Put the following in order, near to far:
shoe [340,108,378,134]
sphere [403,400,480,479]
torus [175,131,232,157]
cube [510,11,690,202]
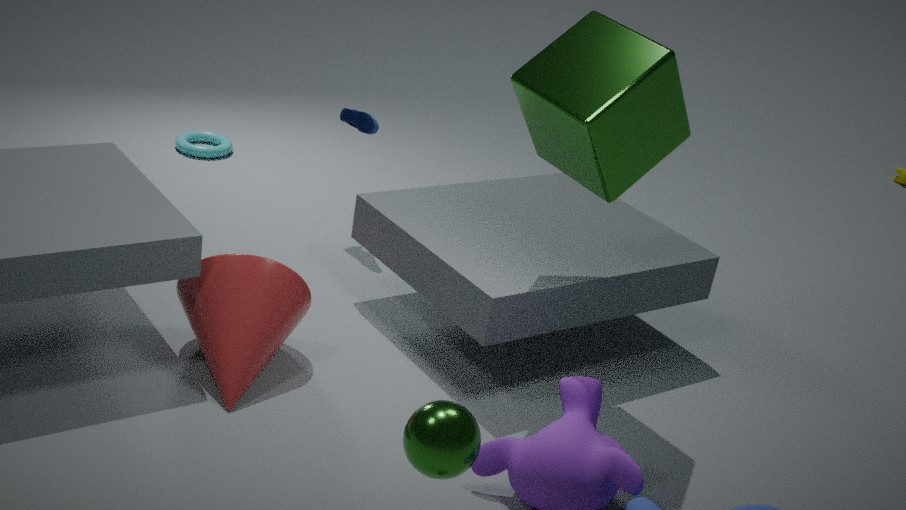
sphere [403,400,480,479] < cube [510,11,690,202] < shoe [340,108,378,134] < torus [175,131,232,157]
